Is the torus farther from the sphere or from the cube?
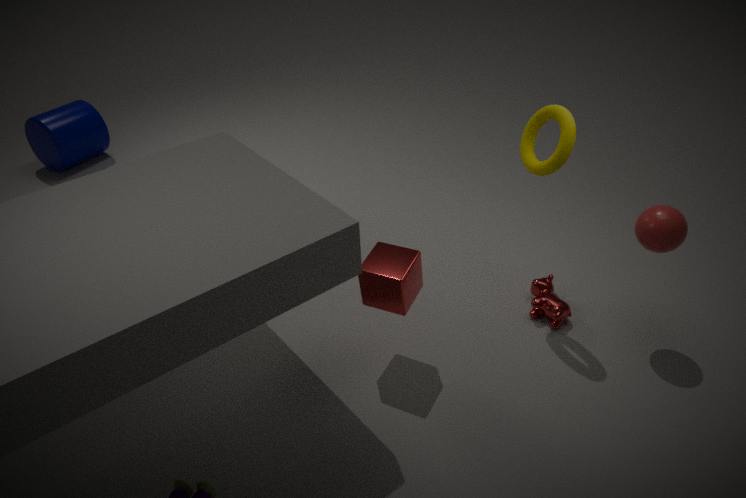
the cube
